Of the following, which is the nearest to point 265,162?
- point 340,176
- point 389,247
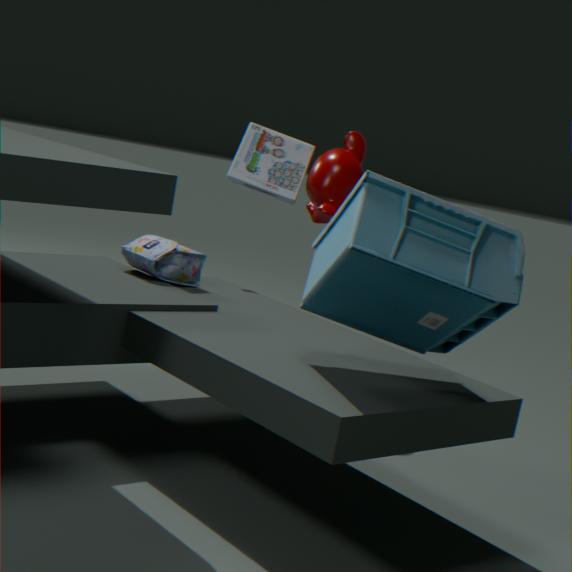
point 340,176
